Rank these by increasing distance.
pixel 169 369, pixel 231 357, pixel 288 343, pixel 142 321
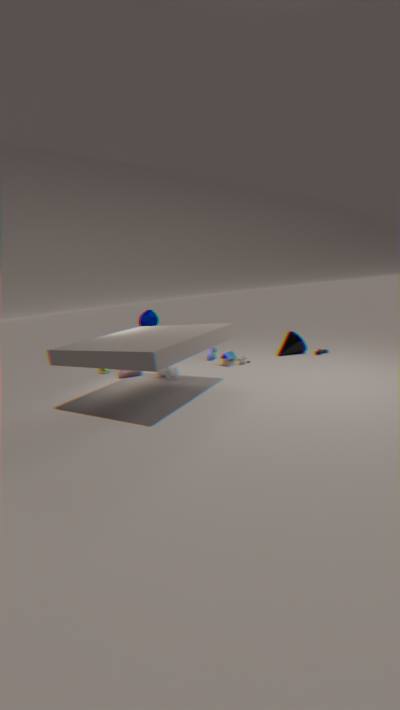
pixel 169 369 → pixel 231 357 → pixel 142 321 → pixel 288 343
